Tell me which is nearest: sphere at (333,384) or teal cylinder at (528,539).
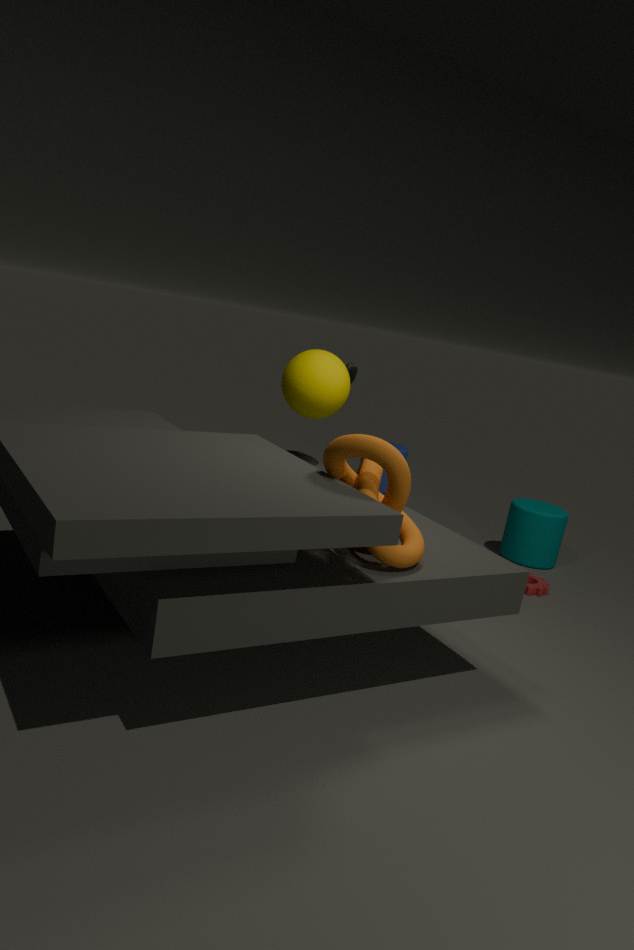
sphere at (333,384)
